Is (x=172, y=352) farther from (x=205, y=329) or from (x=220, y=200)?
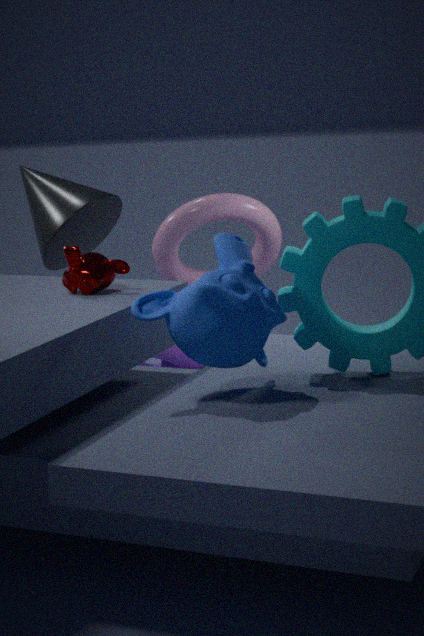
(x=205, y=329)
